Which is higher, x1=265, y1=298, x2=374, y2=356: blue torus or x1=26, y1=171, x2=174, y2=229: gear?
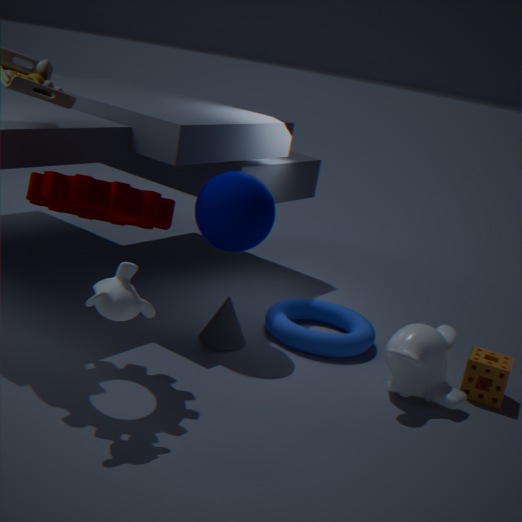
x1=26, y1=171, x2=174, y2=229: gear
